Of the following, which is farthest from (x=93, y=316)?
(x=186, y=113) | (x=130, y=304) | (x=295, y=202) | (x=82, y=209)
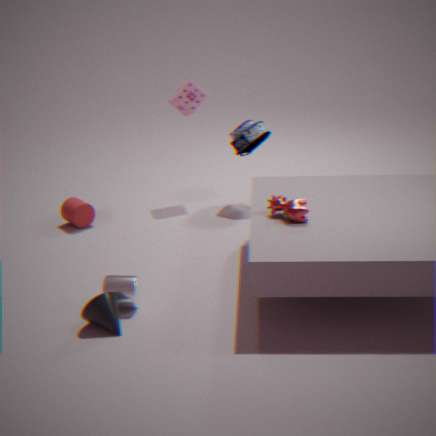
(x=186, y=113)
